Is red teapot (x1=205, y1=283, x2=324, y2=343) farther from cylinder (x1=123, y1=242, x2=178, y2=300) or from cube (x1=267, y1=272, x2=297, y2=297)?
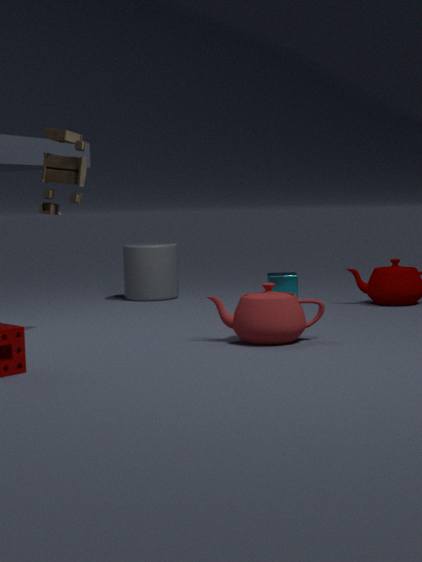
cylinder (x1=123, y1=242, x2=178, y2=300)
